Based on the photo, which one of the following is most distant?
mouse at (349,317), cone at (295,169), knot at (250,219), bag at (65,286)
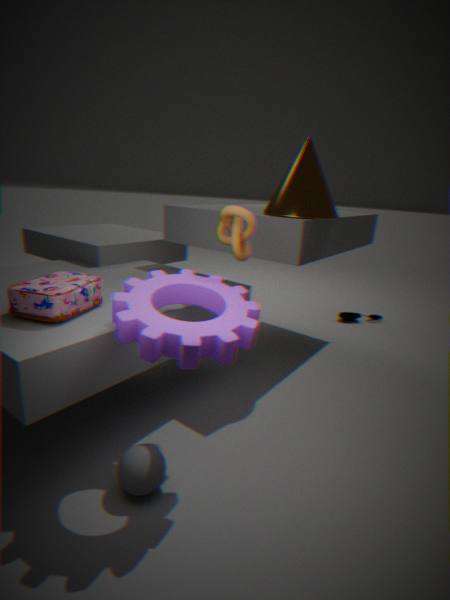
mouse at (349,317)
